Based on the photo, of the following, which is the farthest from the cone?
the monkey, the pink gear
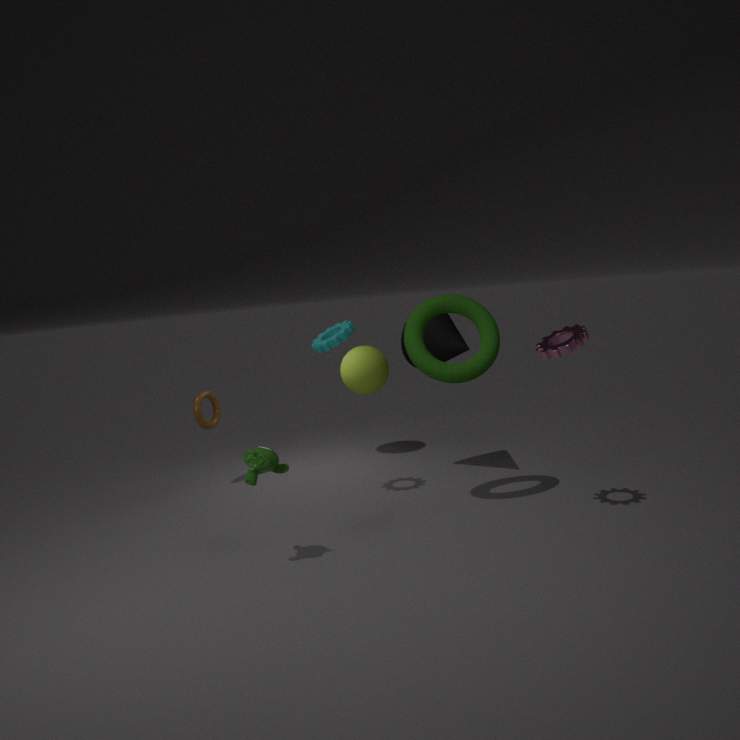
the monkey
